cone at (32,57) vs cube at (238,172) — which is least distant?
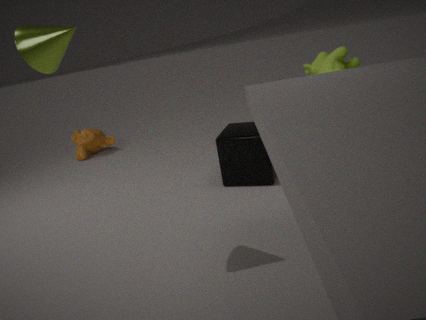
cone at (32,57)
